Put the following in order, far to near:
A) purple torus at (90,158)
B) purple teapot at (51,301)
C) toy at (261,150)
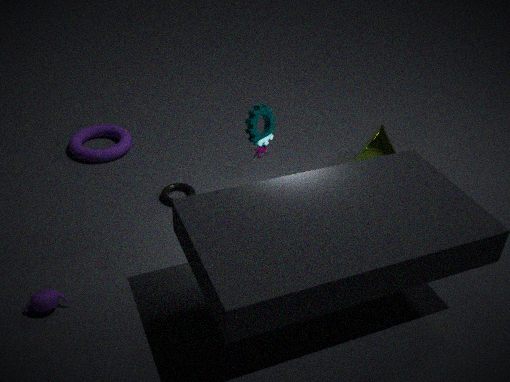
purple torus at (90,158) → toy at (261,150) → purple teapot at (51,301)
